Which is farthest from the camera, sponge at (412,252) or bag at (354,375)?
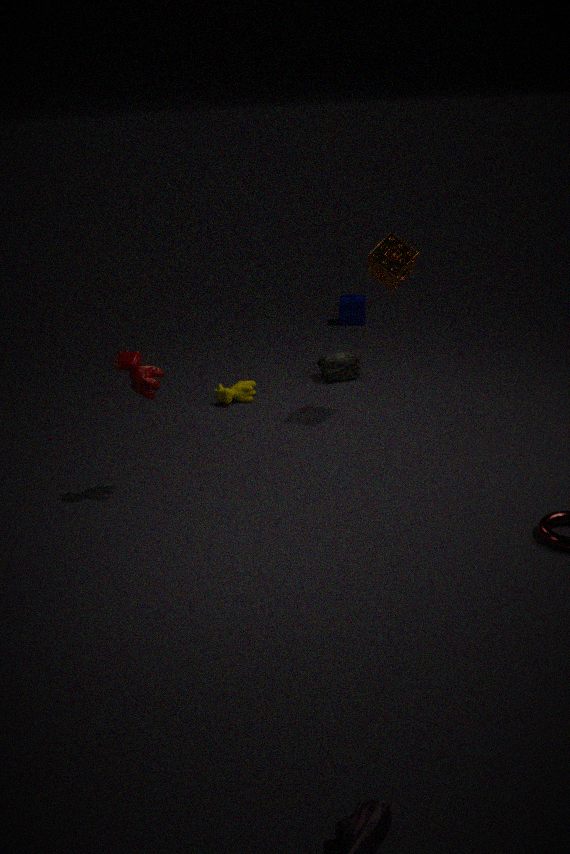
bag at (354,375)
